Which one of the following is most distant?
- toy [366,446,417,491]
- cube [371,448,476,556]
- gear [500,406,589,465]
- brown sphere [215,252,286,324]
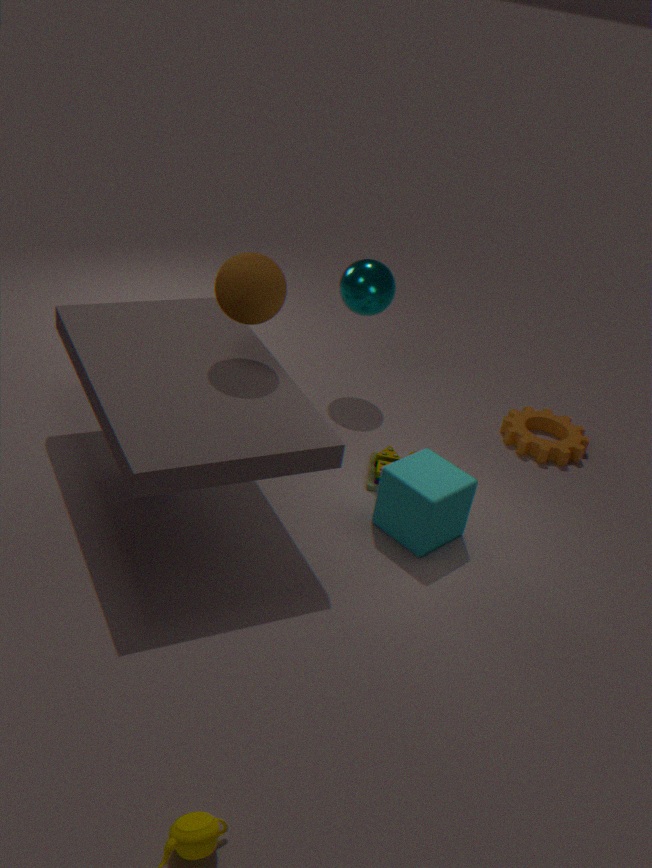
gear [500,406,589,465]
